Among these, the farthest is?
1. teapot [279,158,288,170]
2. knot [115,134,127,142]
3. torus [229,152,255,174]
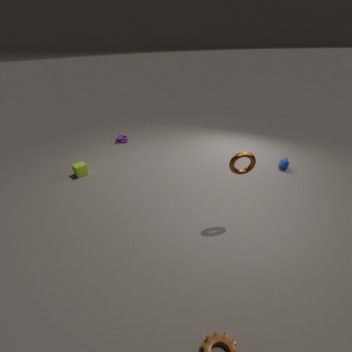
knot [115,134,127,142]
